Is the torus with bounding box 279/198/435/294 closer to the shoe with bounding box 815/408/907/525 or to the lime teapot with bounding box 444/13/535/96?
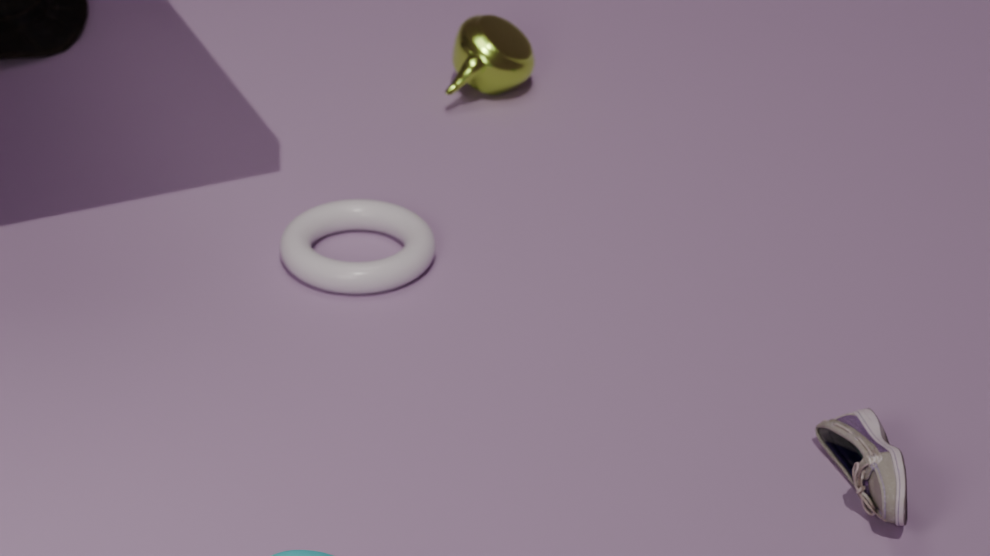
the lime teapot with bounding box 444/13/535/96
